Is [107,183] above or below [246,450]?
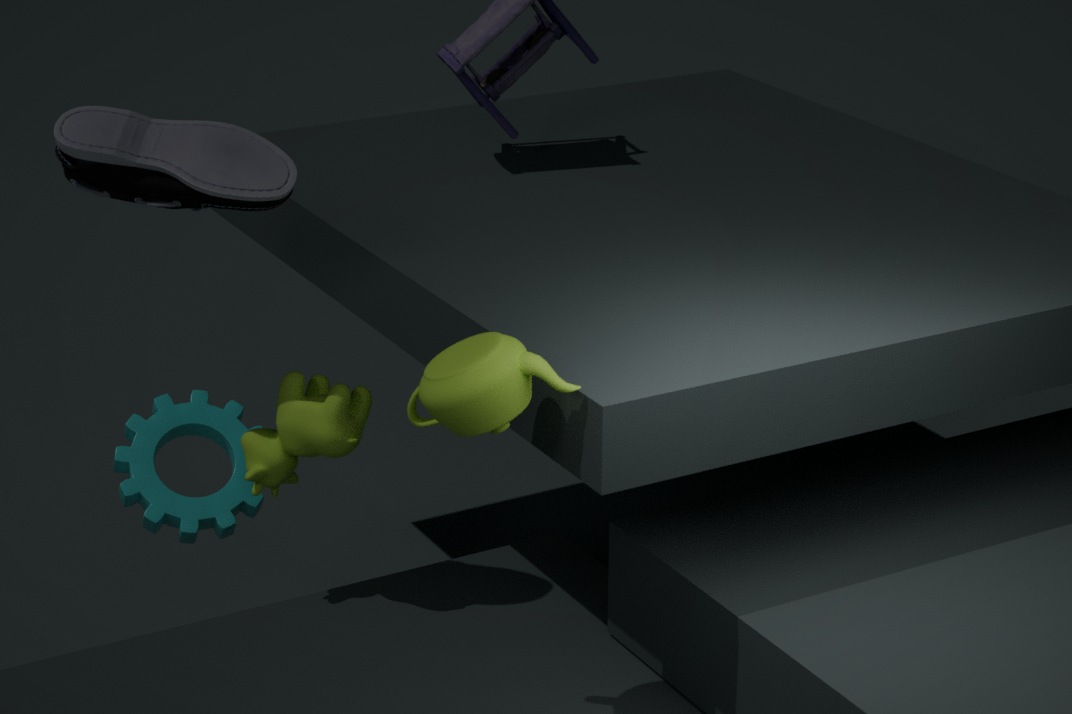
above
